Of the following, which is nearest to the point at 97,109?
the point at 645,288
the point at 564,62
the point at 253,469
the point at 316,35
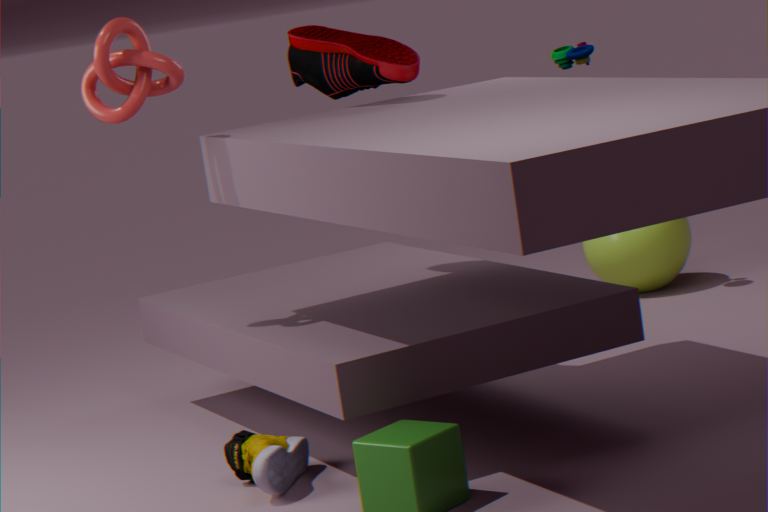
the point at 316,35
